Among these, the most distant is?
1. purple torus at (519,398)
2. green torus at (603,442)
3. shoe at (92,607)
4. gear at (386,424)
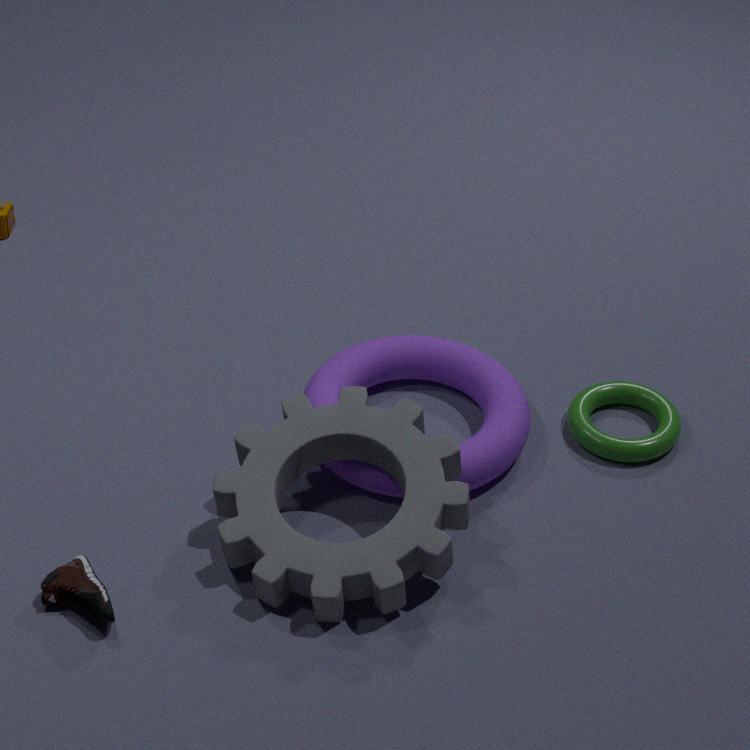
green torus at (603,442)
